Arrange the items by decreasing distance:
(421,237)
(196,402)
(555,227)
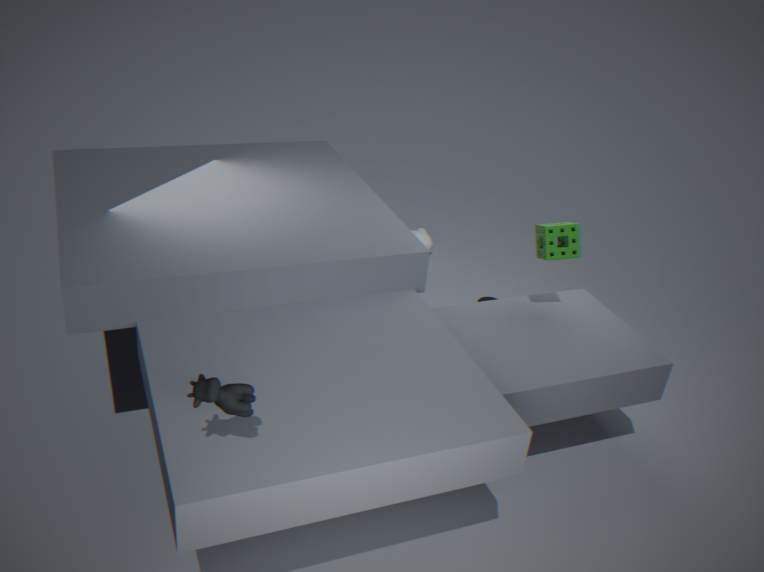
(421,237) < (555,227) < (196,402)
